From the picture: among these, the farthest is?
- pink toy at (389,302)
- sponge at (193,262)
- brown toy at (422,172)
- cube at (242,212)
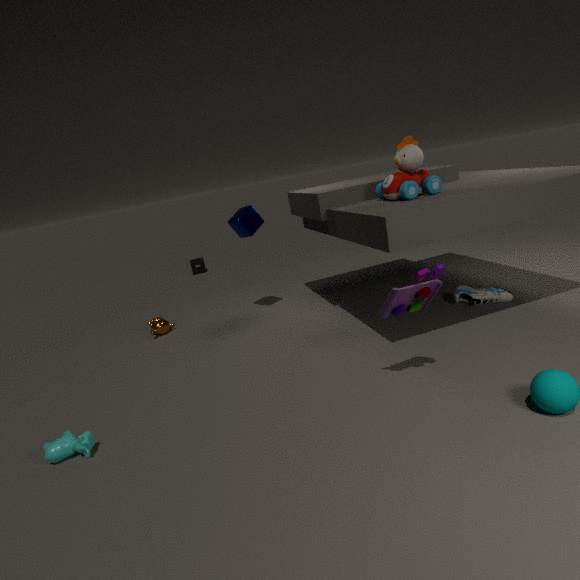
sponge at (193,262)
